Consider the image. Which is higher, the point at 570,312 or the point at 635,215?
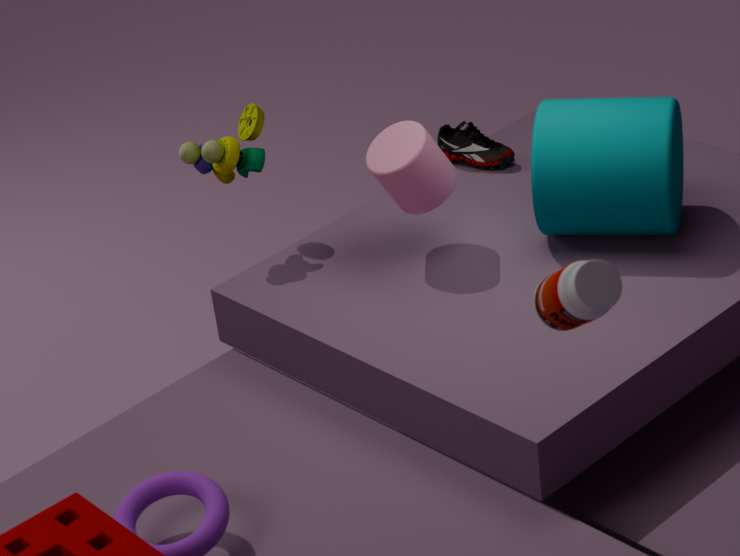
the point at 570,312
